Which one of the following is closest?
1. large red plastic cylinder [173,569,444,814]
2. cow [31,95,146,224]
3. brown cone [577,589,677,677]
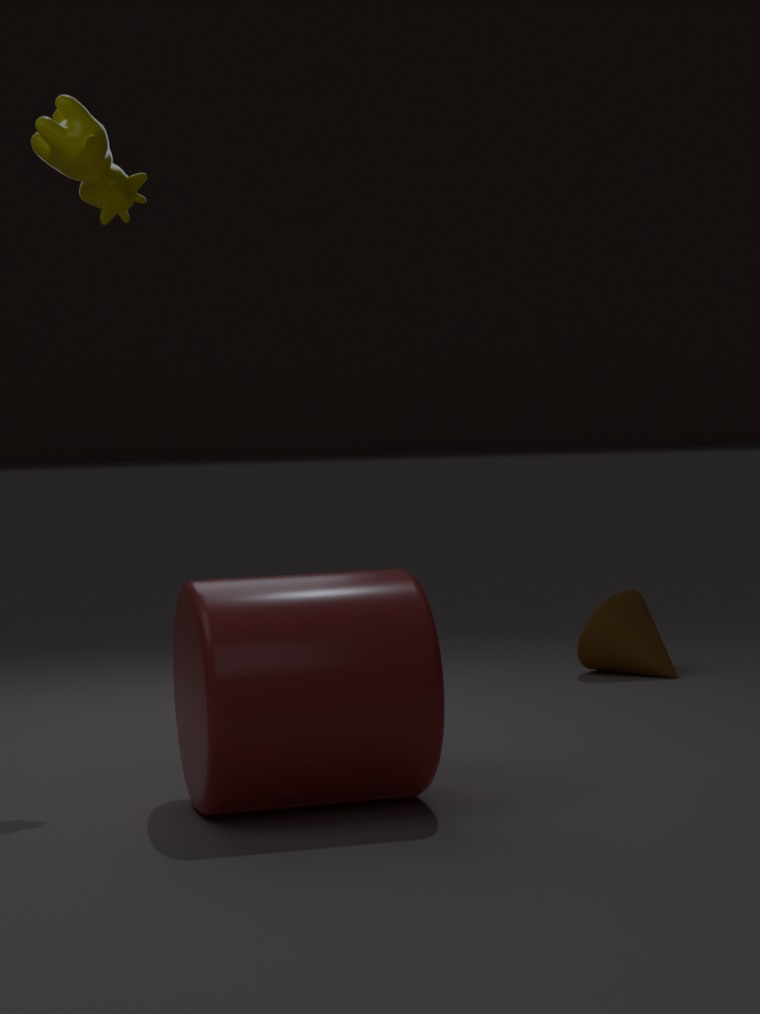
large red plastic cylinder [173,569,444,814]
